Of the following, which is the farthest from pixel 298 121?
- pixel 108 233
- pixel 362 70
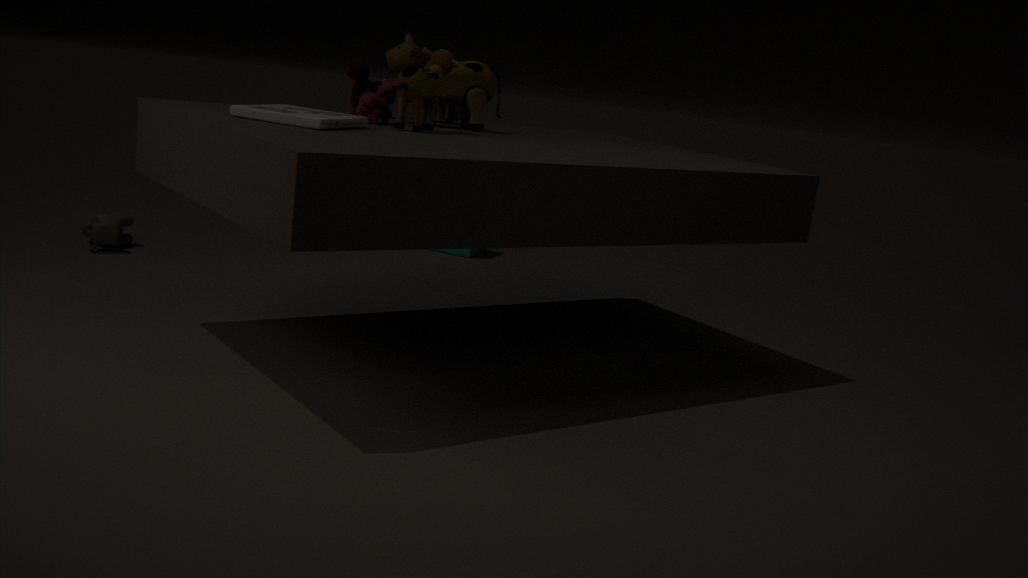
pixel 108 233
